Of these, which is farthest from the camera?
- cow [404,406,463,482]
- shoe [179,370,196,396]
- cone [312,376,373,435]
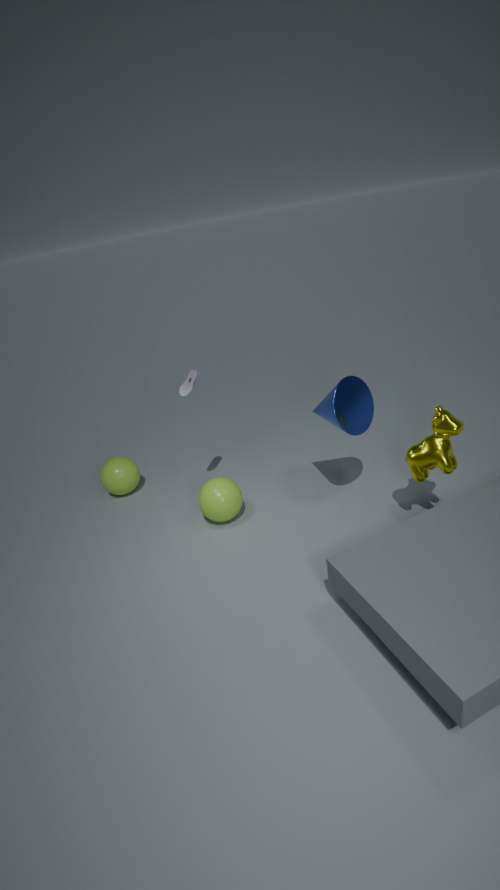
shoe [179,370,196,396]
